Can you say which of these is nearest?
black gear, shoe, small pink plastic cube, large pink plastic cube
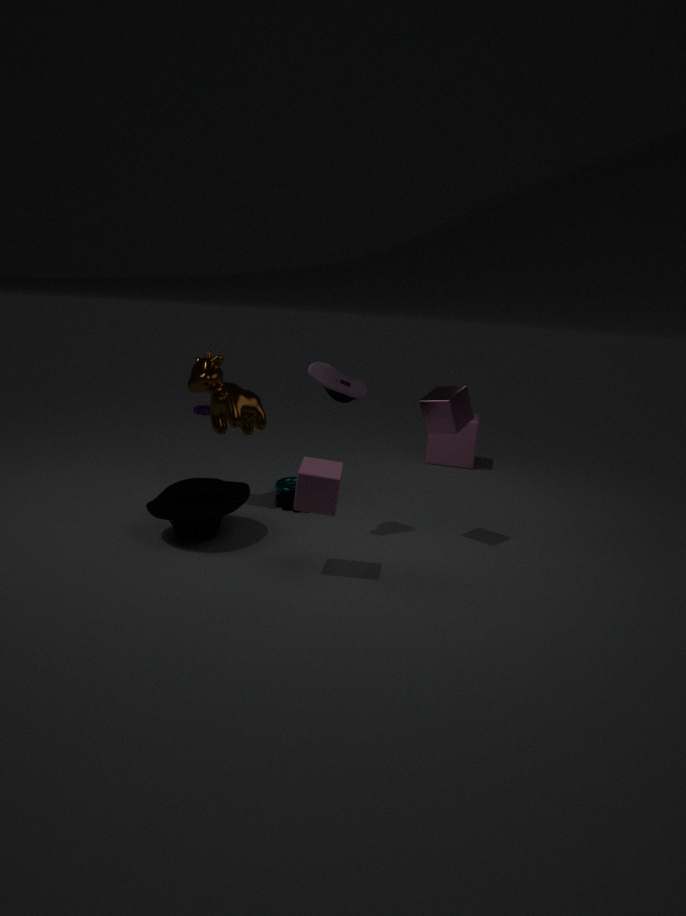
small pink plastic cube
